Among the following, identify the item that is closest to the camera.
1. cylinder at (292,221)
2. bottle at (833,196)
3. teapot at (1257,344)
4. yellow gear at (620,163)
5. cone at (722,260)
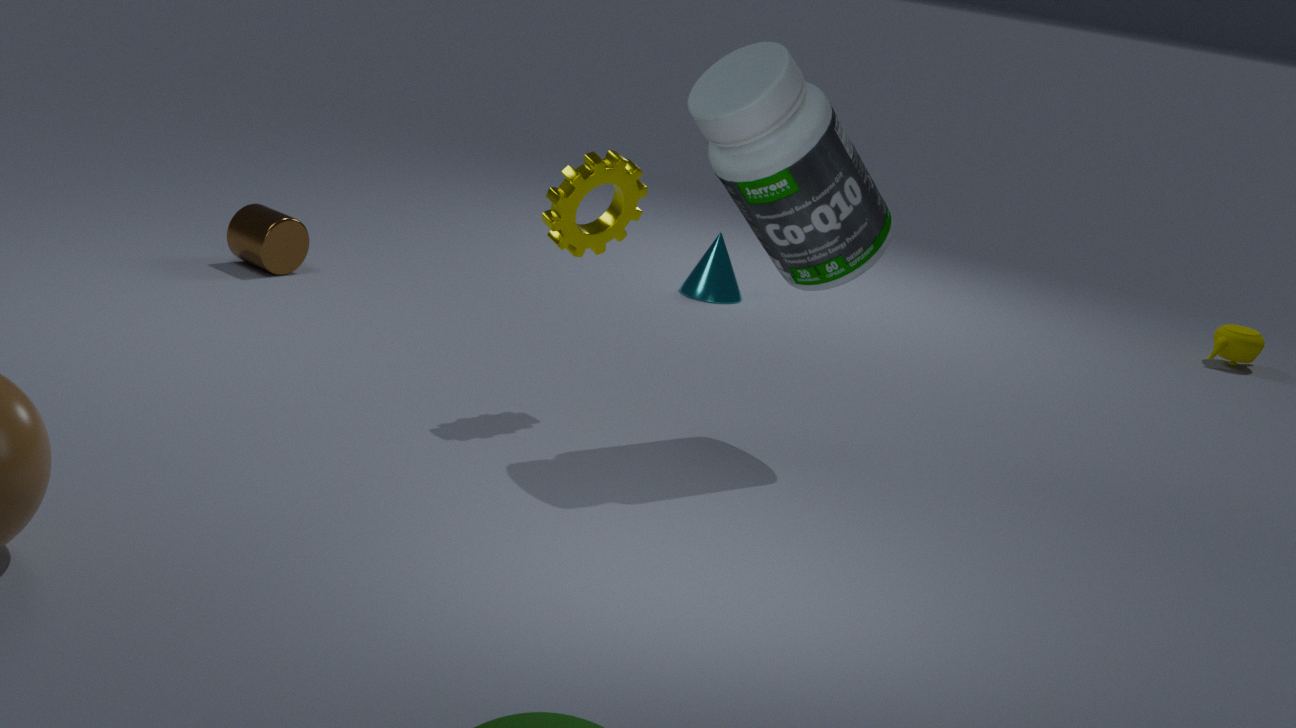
bottle at (833,196)
